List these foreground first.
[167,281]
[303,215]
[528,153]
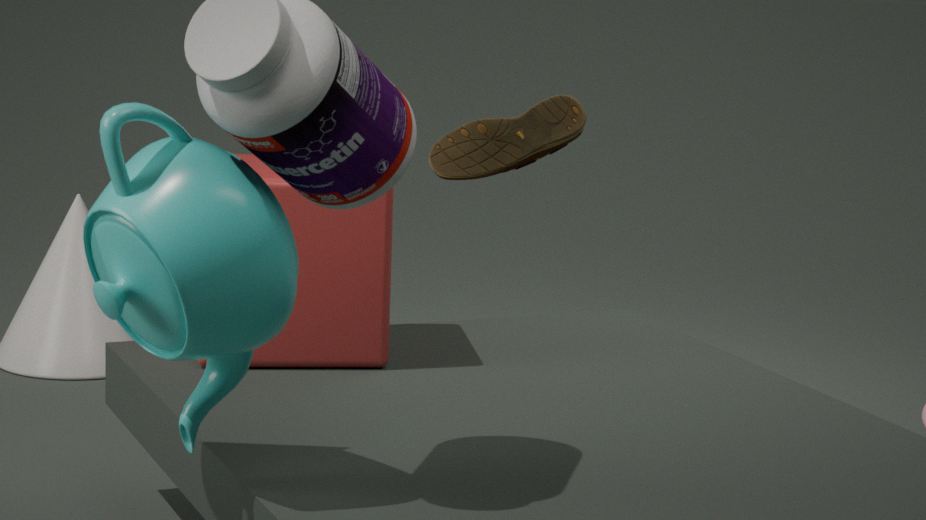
1. [167,281]
2. [303,215]
3. [528,153]
